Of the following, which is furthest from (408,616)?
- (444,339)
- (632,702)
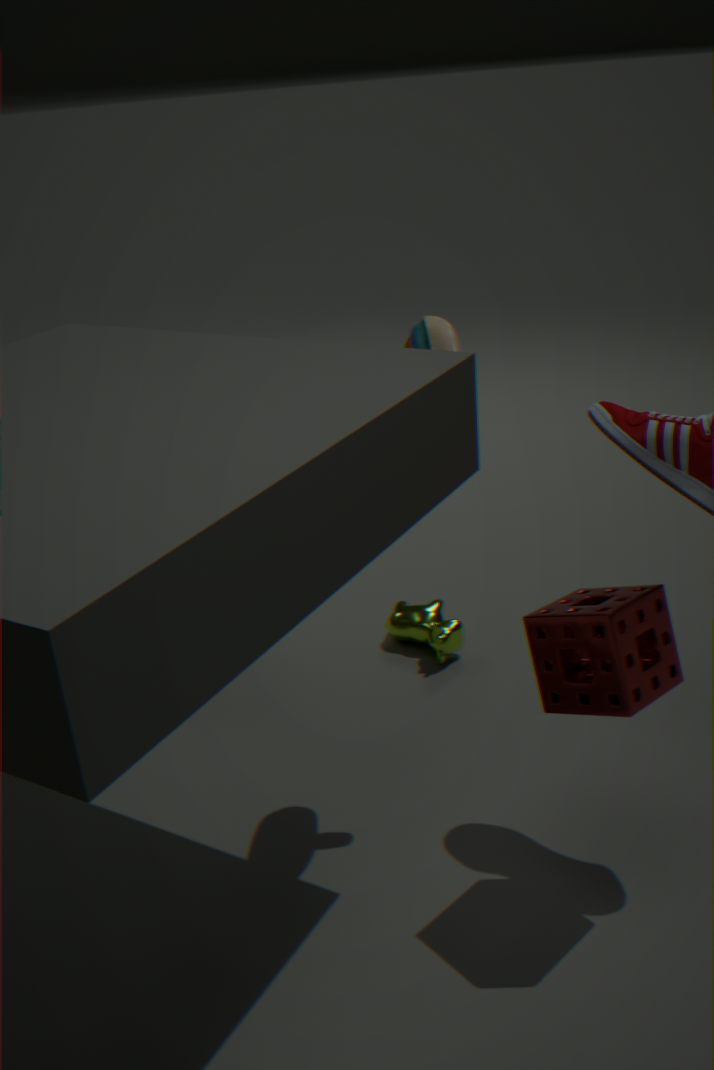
(632,702)
